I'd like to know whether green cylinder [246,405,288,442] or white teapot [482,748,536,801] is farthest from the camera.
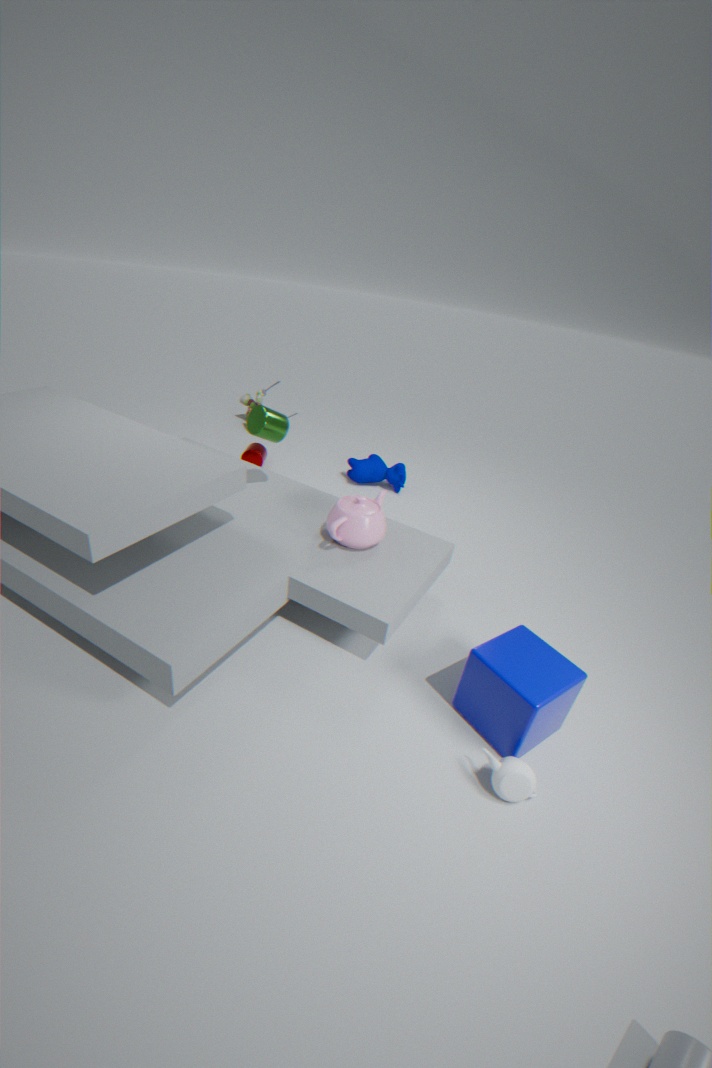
green cylinder [246,405,288,442]
